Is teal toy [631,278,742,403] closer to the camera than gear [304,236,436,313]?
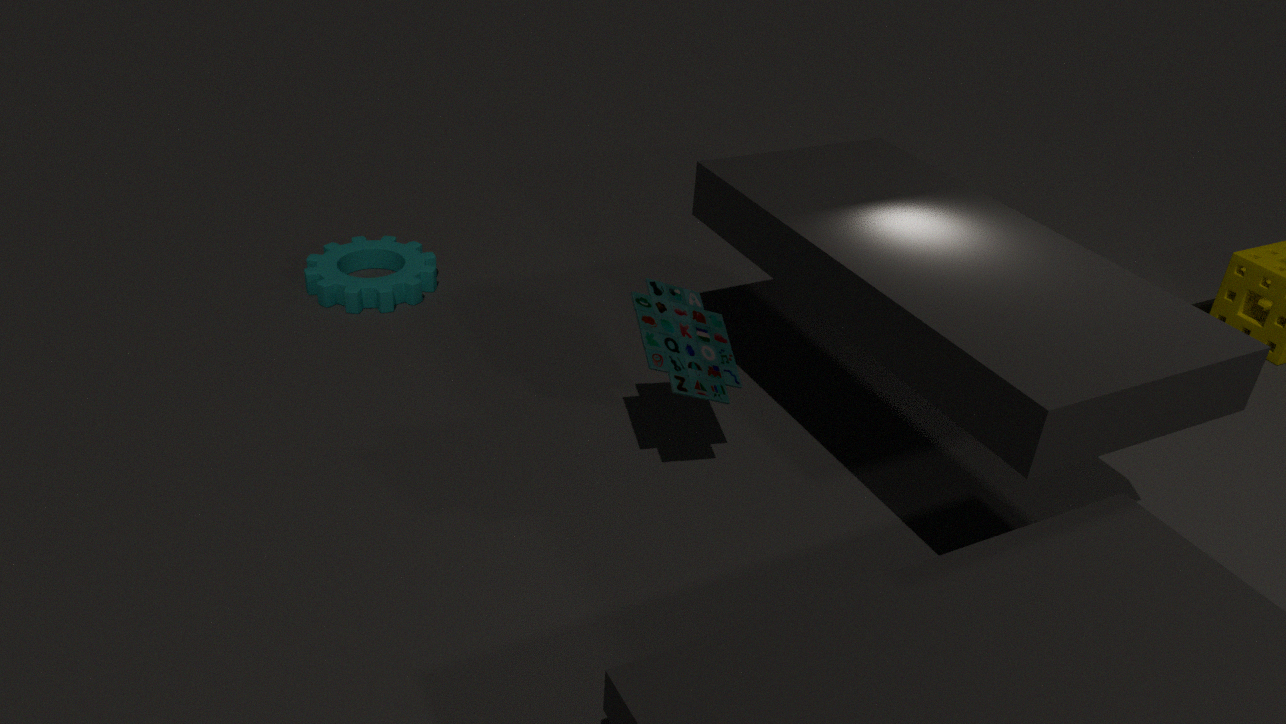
Yes
